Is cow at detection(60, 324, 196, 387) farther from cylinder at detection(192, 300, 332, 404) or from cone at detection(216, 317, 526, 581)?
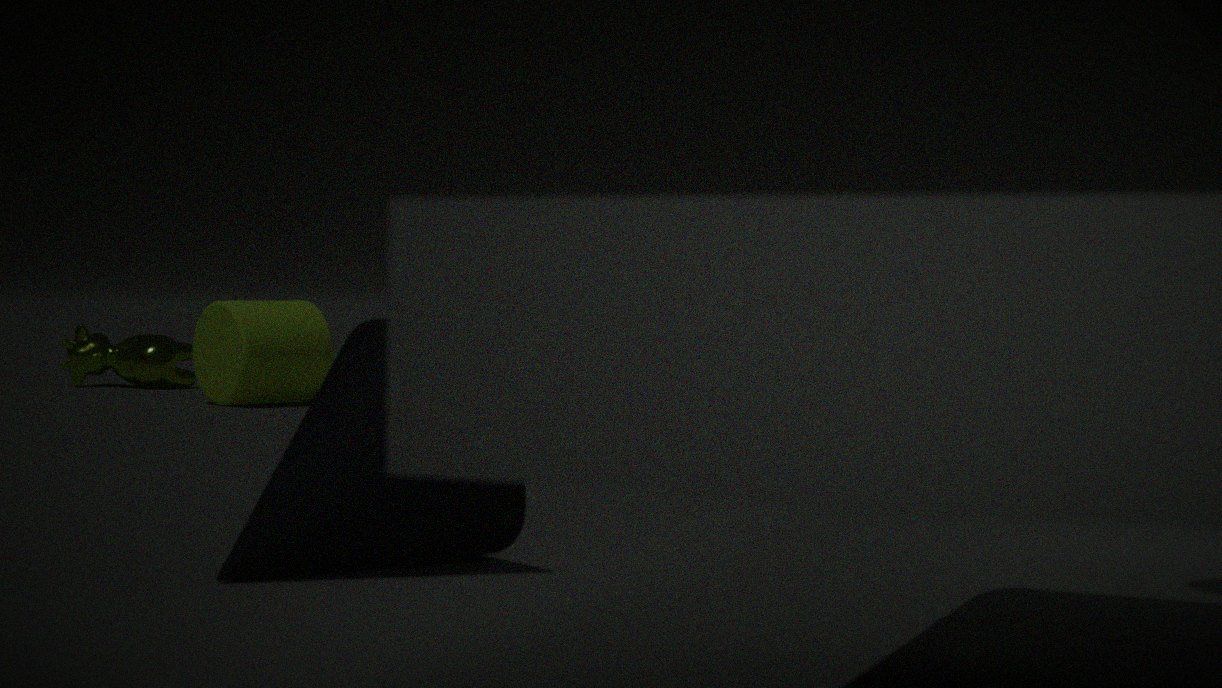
cone at detection(216, 317, 526, 581)
